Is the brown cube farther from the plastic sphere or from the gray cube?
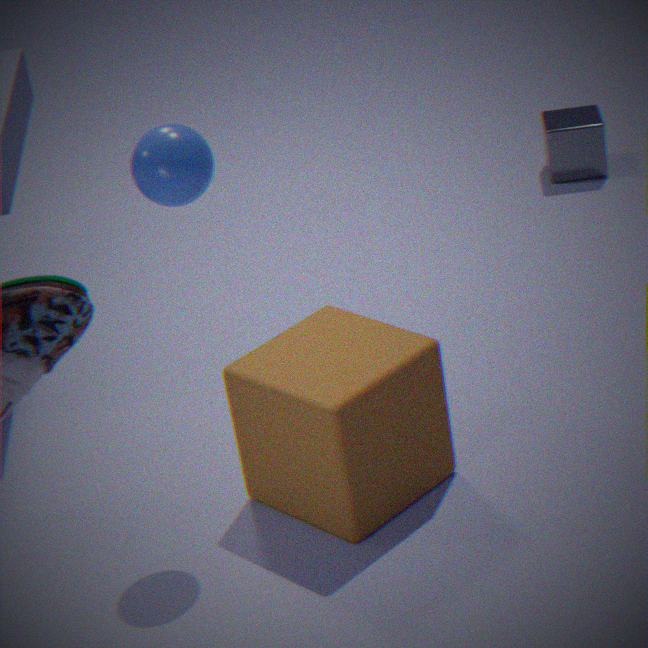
the gray cube
